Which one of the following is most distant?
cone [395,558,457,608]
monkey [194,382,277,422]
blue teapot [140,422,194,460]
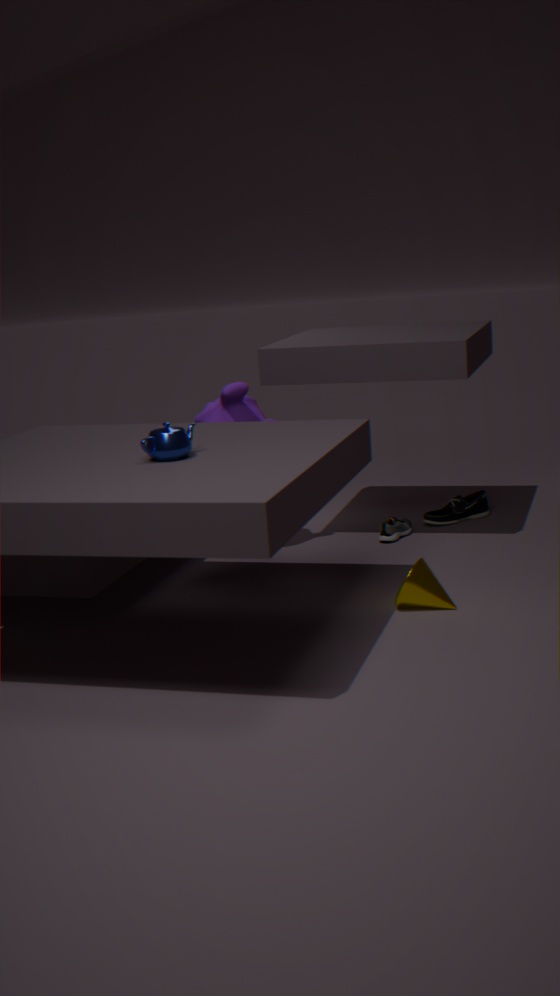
monkey [194,382,277,422]
